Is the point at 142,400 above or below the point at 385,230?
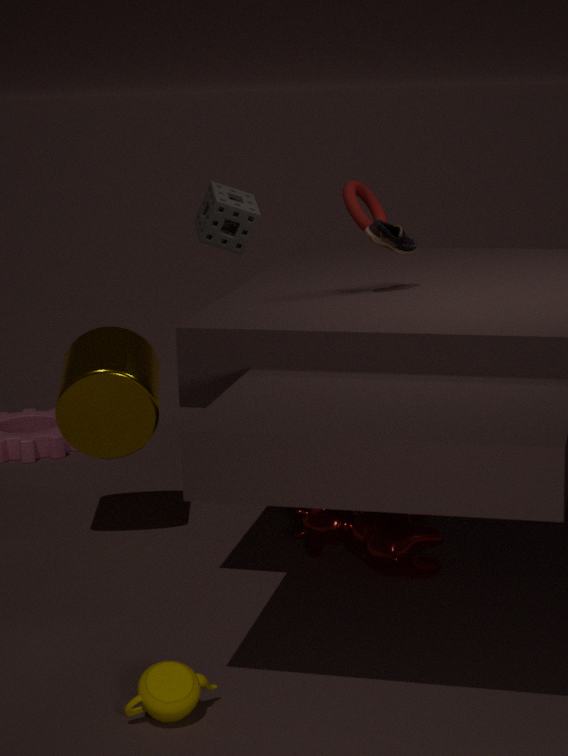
below
